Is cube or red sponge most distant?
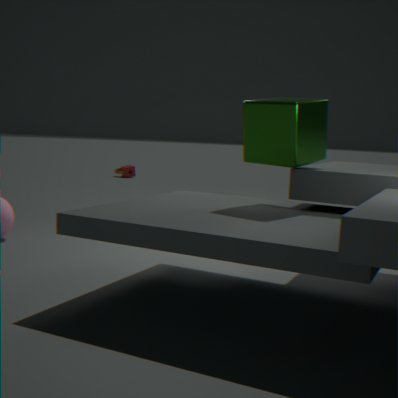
red sponge
